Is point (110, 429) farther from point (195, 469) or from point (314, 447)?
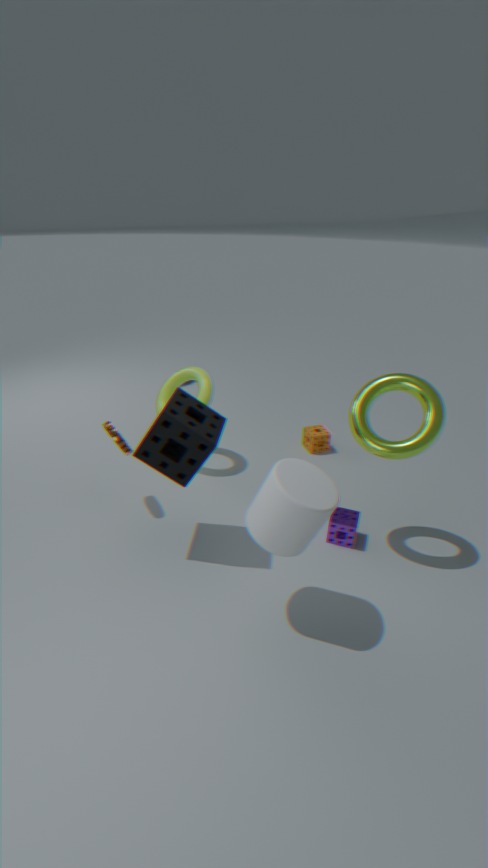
point (314, 447)
